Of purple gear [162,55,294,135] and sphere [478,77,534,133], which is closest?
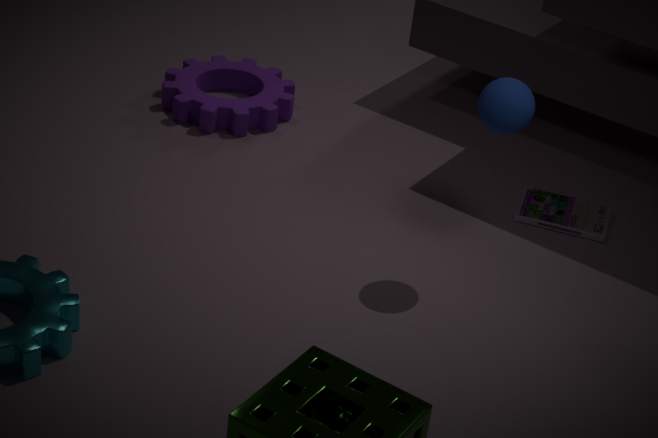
sphere [478,77,534,133]
